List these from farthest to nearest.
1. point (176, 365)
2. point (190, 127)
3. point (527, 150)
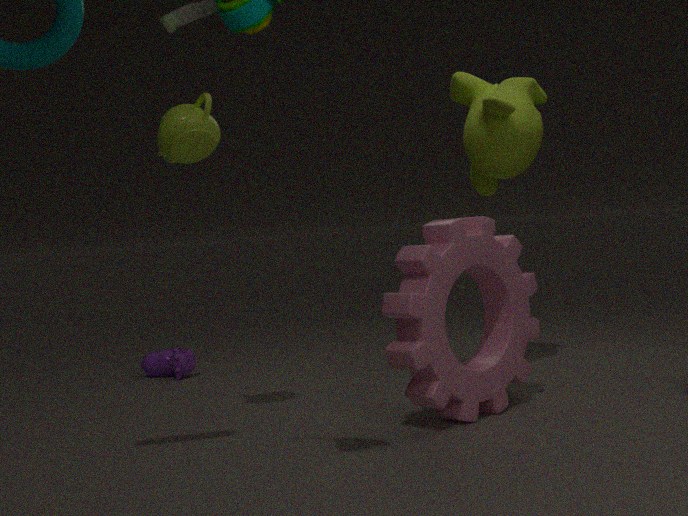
point (176, 365)
point (527, 150)
point (190, 127)
